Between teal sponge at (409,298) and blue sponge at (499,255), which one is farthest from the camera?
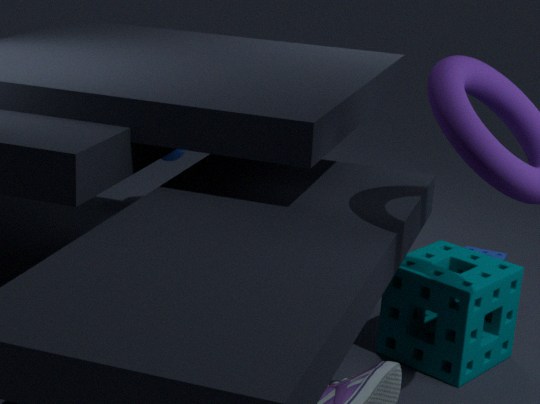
blue sponge at (499,255)
